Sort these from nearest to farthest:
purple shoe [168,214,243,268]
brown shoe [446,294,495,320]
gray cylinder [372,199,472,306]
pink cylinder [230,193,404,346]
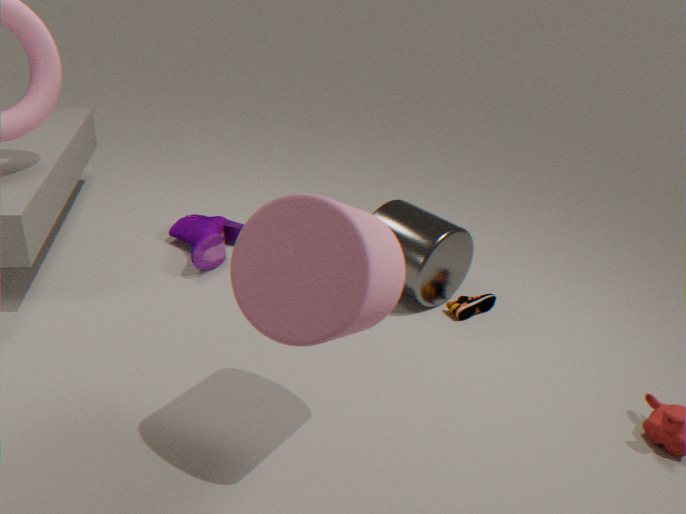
pink cylinder [230,193,404,346]
gray cylinder [372,199,472,306]
brown shoe [446,294,495,320]
purple shoe [168,214,243,268]
